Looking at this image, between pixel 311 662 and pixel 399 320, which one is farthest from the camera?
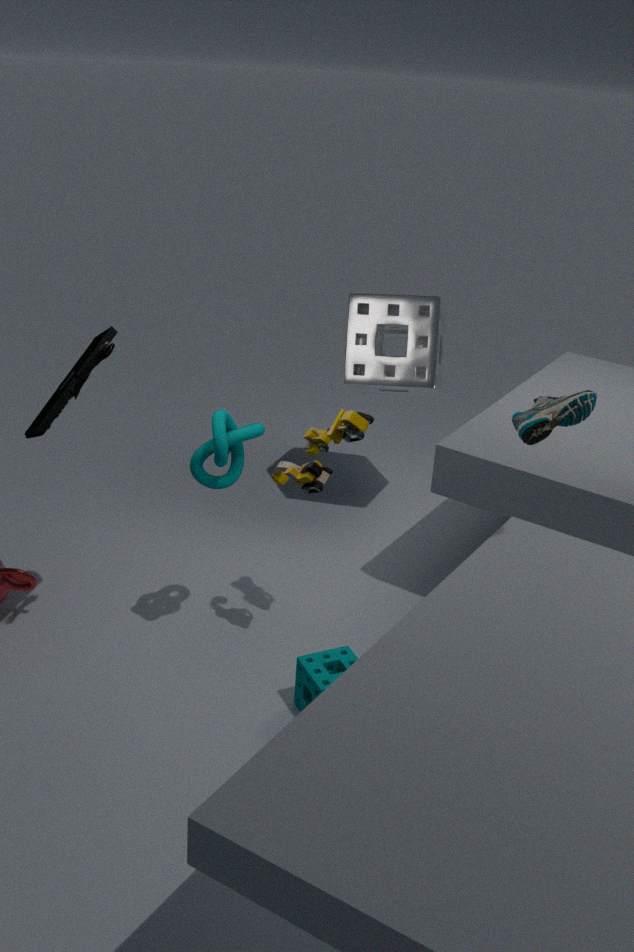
pixel 399 320
